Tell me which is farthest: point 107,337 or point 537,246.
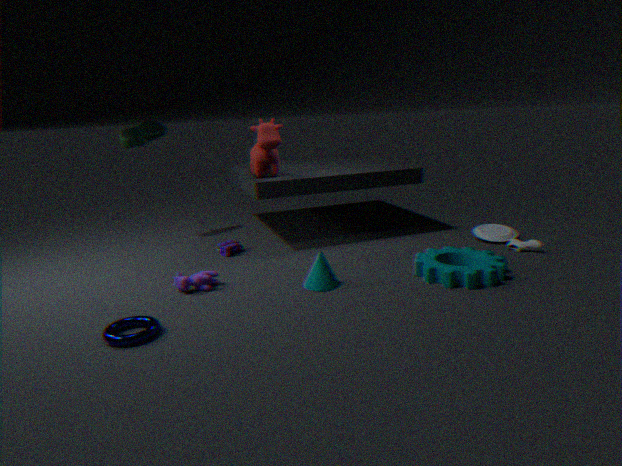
point 537,246
